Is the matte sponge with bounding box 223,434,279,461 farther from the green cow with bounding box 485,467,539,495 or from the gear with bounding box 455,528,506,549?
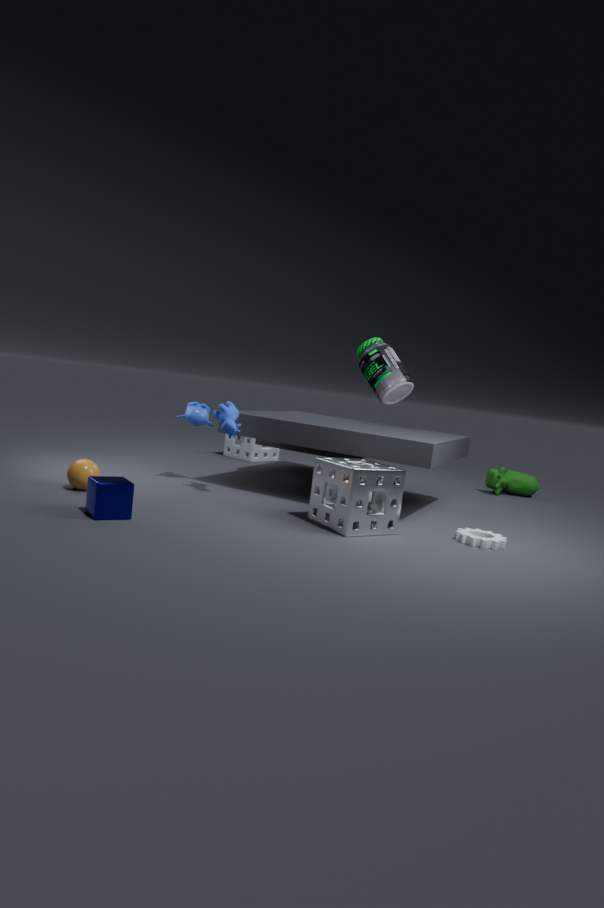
the gear with bounding box 455,528,506,549
